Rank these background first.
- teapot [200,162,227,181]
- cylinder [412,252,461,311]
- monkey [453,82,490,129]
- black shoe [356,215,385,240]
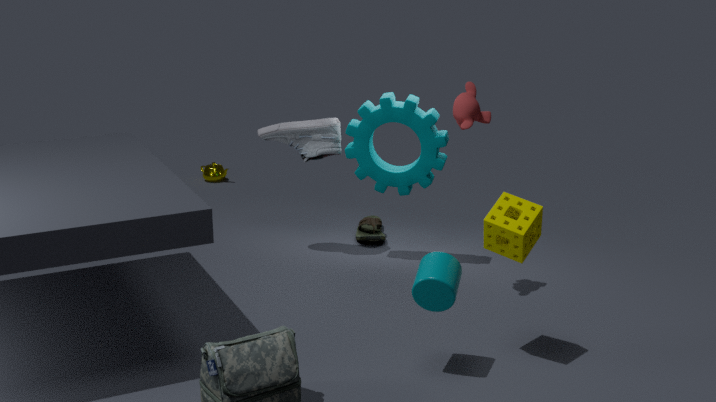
1. teapot [200,162,227,181]
2. black shoe [356,215,385,240]
3. monkey [453,82,490,129]
4. cylinder [412,252,461,311]
